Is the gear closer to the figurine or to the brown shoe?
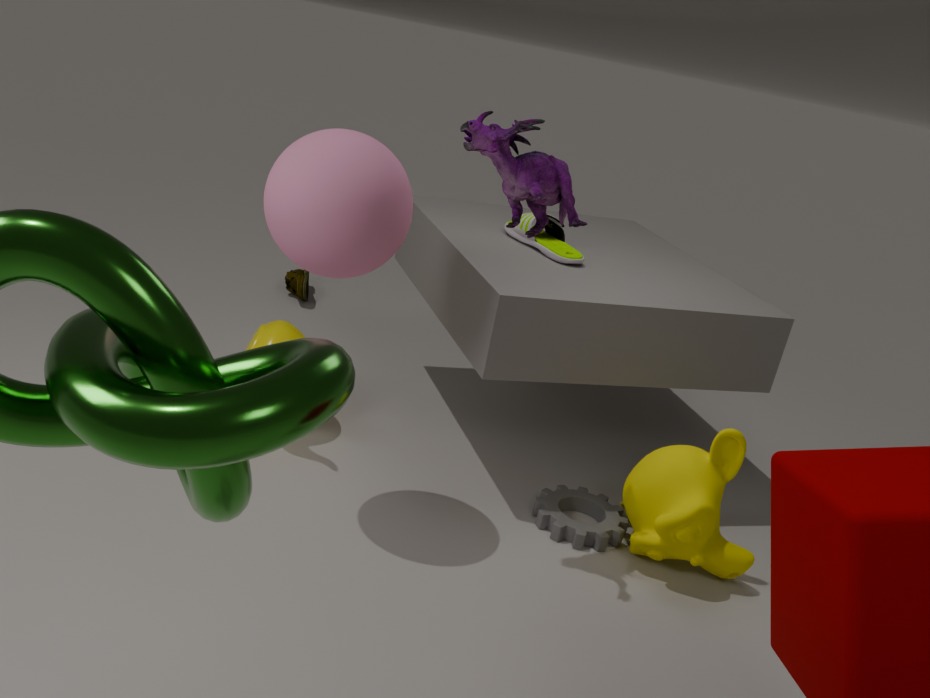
the brown shoe
